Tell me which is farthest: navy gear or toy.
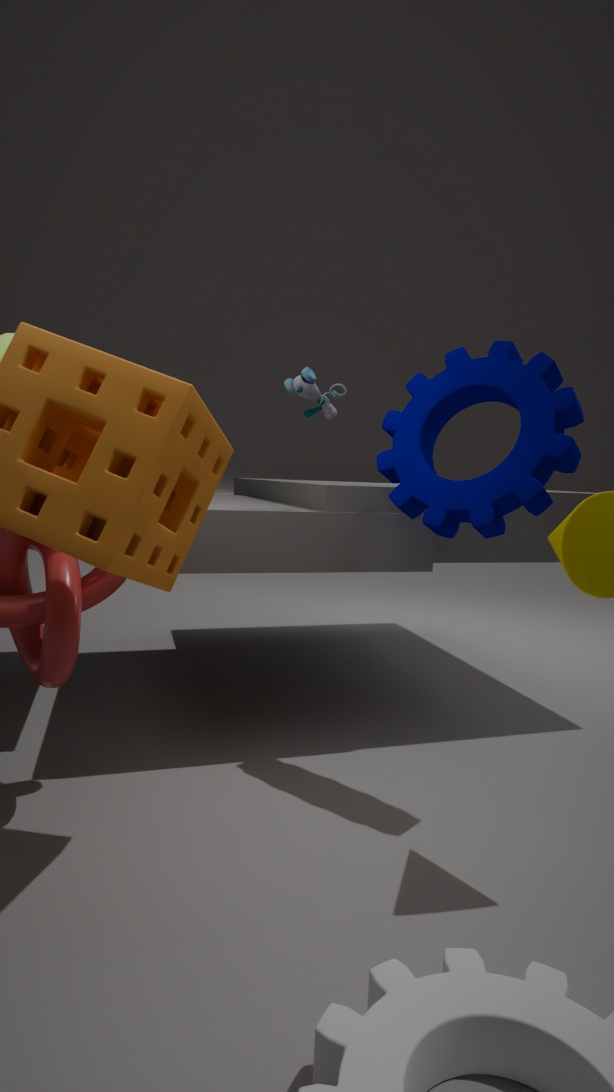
toy
